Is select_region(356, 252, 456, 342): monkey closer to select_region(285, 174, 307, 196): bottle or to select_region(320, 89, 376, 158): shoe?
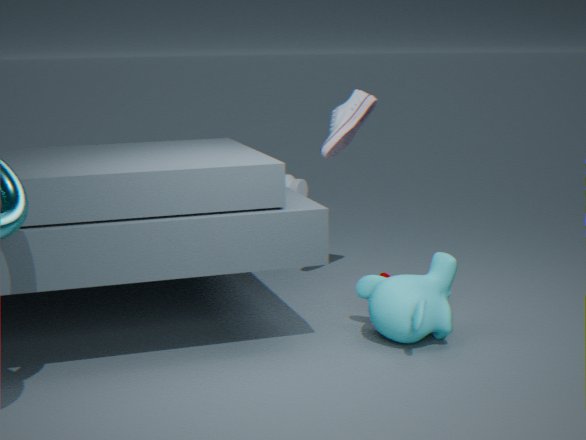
select_region(320, 89, 376, 158): shoe
